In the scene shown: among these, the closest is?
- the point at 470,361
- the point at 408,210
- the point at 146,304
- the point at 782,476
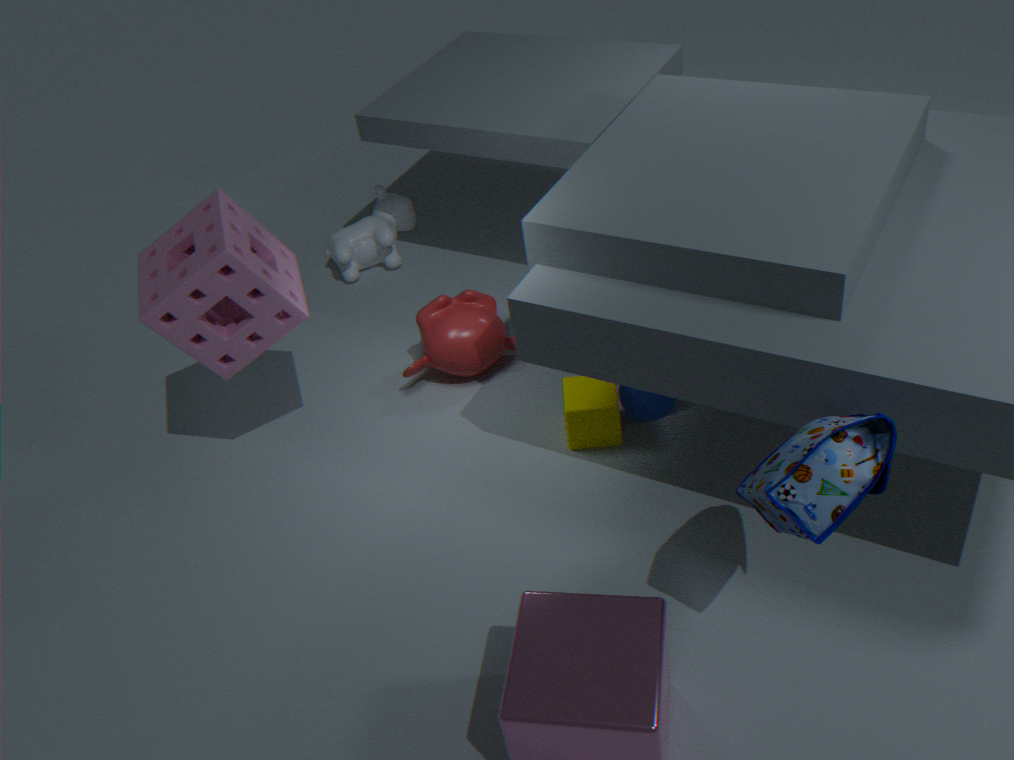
the point at 782,476
